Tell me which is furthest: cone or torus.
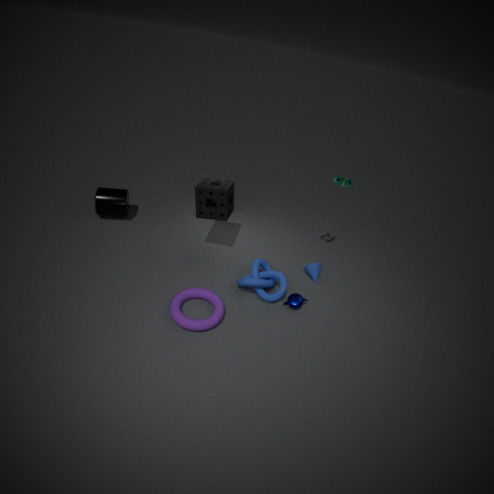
cone
